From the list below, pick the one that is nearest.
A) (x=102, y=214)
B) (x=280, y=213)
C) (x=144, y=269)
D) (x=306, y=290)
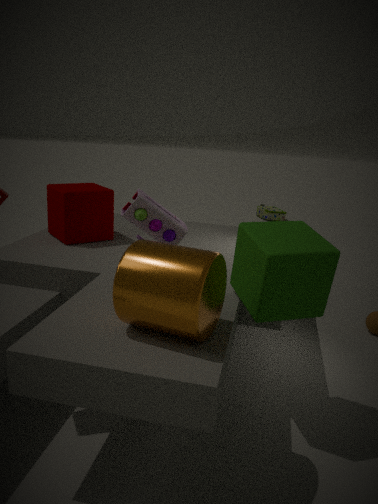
(x=144, y=269)
